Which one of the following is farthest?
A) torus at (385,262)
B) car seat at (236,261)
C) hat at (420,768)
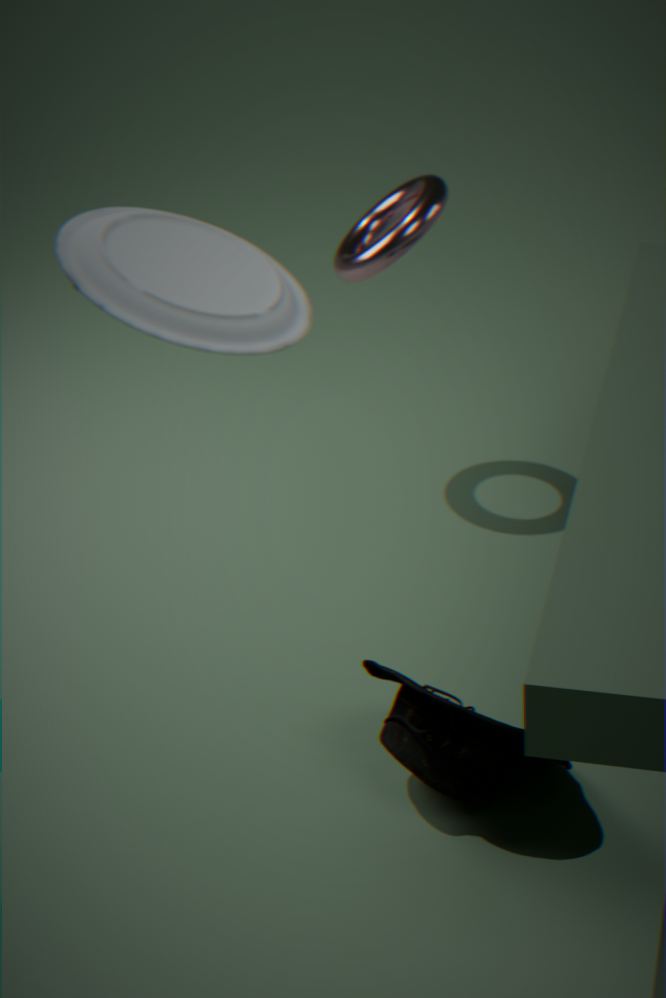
torus at (385,262)
